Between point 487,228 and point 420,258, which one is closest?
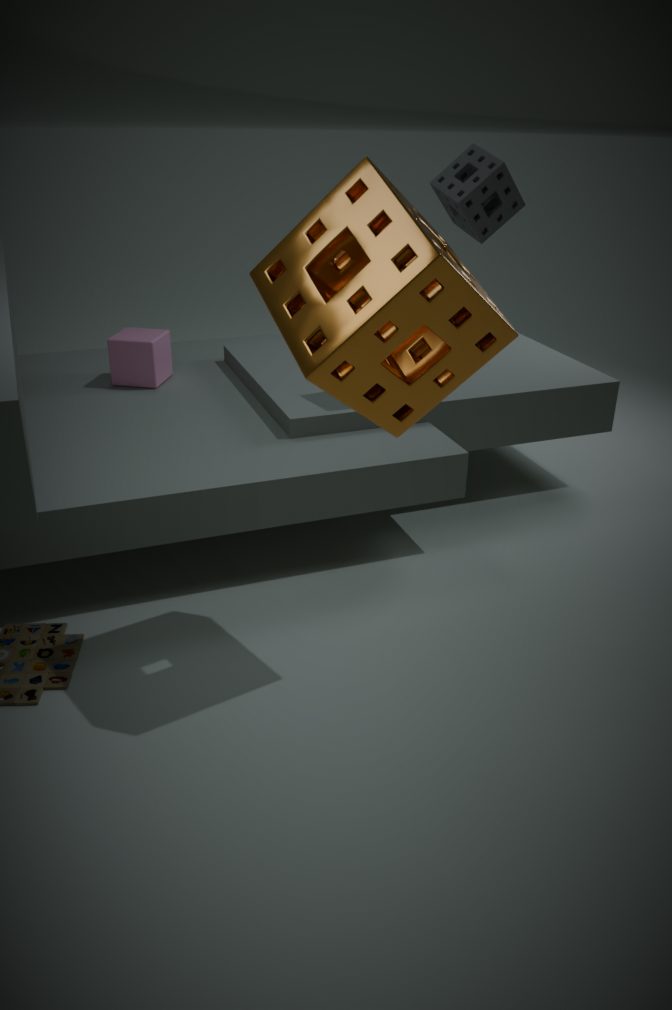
point 420,258
